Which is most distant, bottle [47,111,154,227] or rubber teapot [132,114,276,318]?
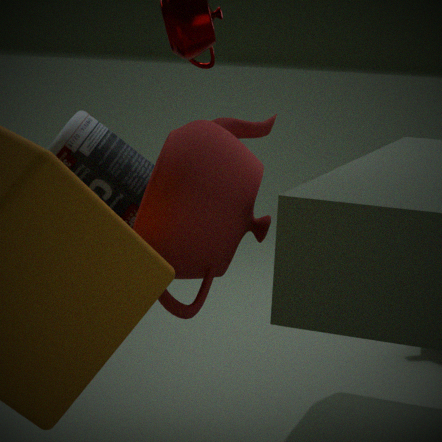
bottle [47,111,154,227]
